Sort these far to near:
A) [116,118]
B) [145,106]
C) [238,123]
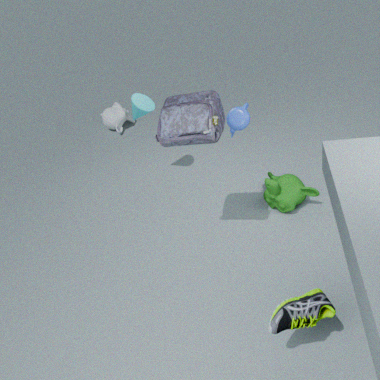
[116,118], [145,106], [238,123]
